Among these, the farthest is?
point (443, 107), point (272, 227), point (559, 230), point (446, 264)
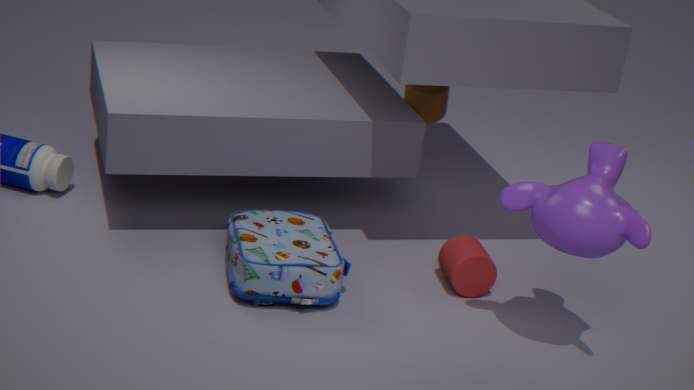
point (443, 107)
